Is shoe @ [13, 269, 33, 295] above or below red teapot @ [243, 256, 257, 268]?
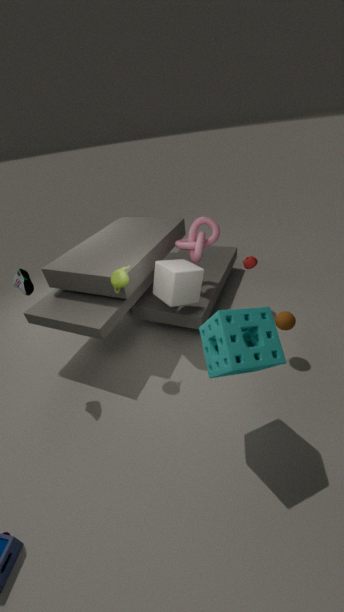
above
